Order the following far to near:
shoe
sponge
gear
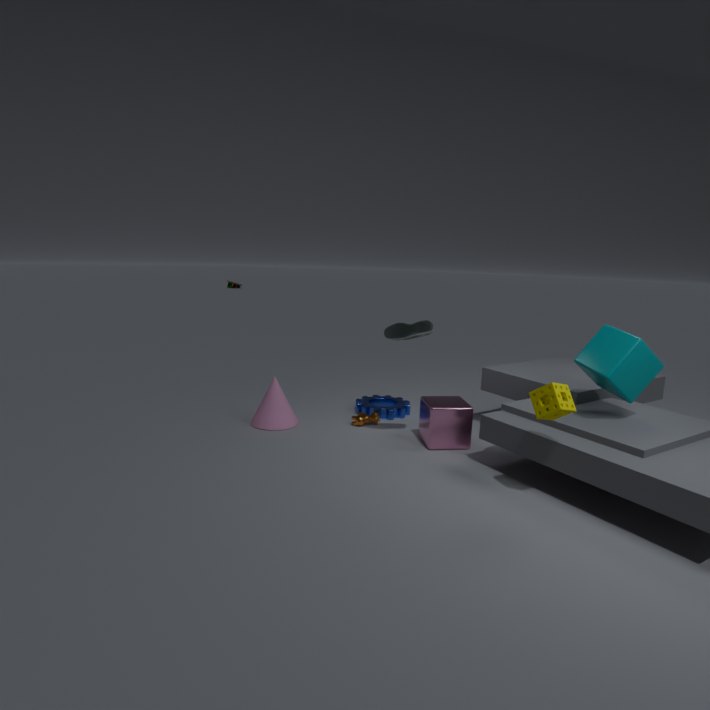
gear < shoe < sponge
